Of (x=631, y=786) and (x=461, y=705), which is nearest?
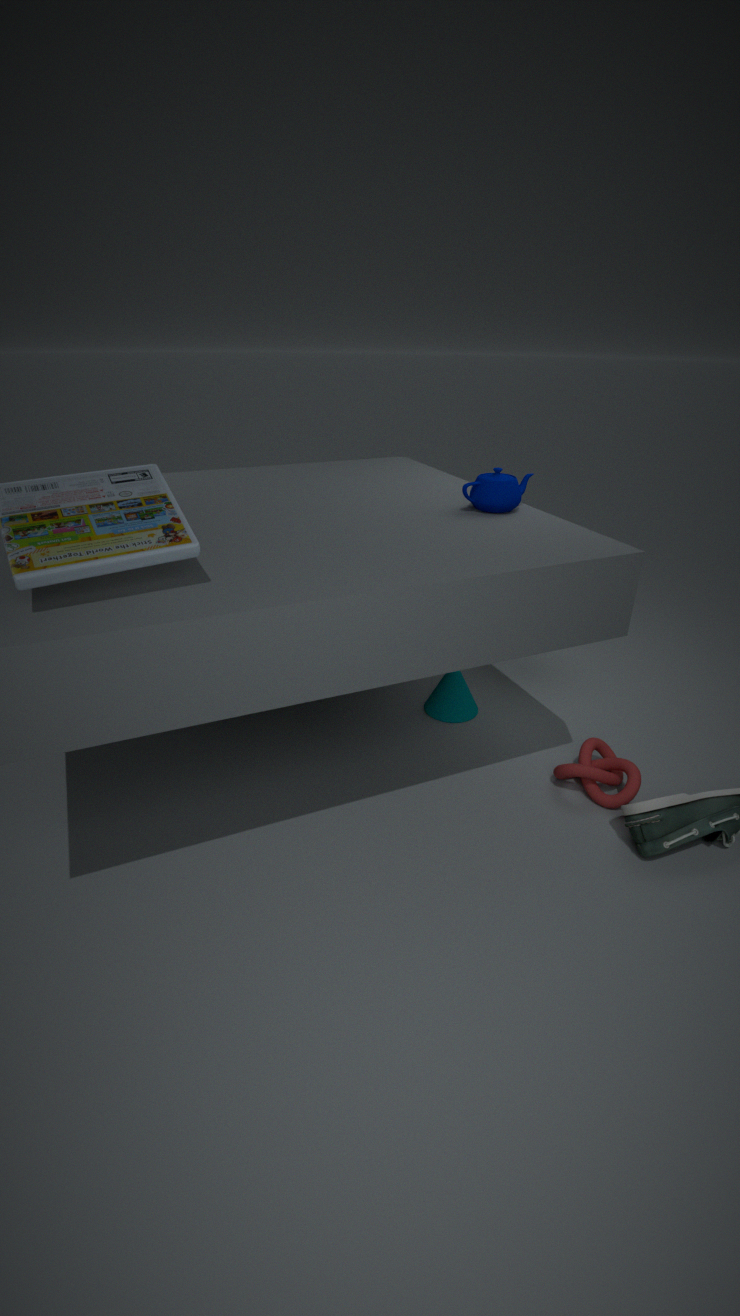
(x=631, y=786)
